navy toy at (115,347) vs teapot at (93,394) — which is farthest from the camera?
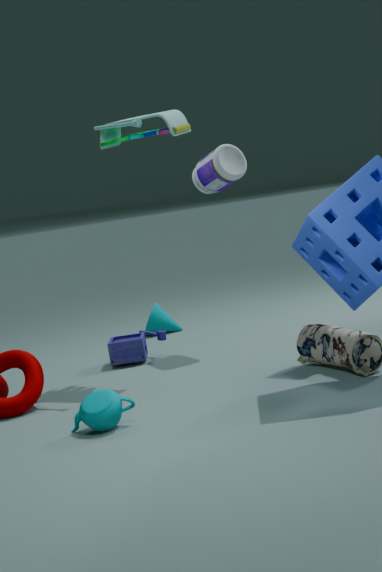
navy toy at (115,347)
